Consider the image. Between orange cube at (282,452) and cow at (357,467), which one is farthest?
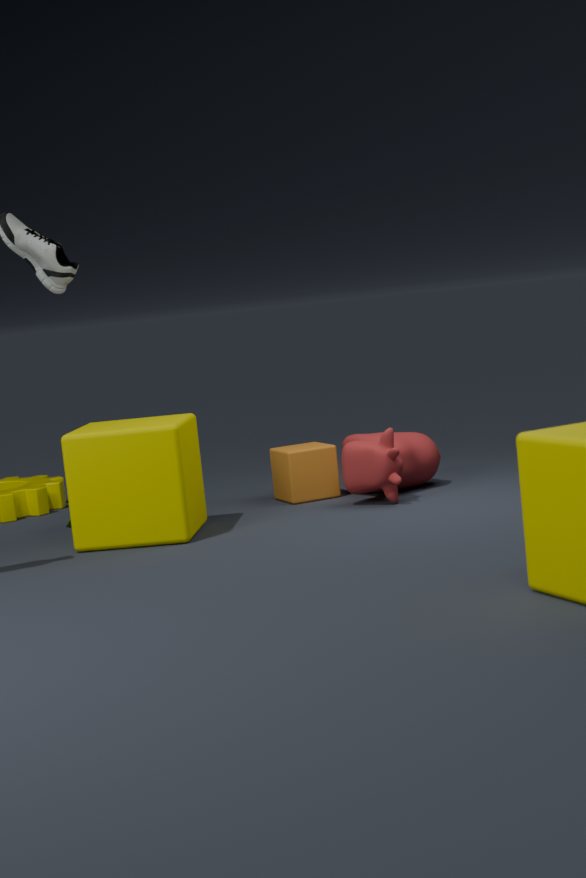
orange cube at (282,452)
